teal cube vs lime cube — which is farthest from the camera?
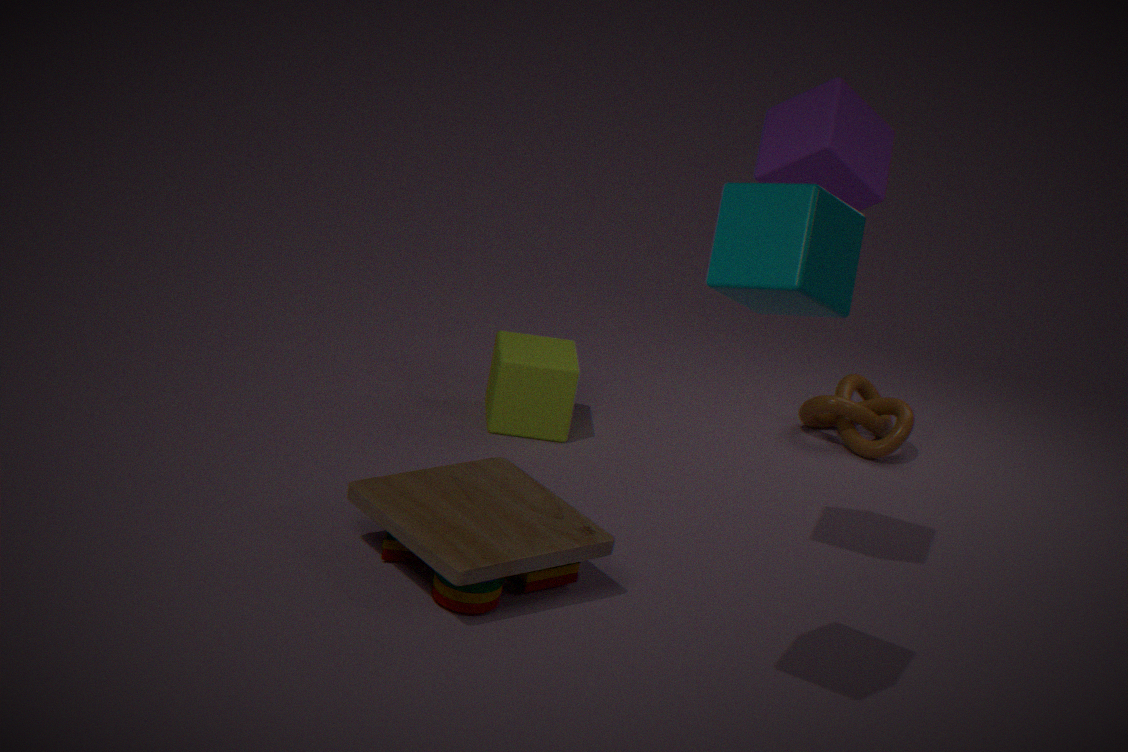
lime cube
